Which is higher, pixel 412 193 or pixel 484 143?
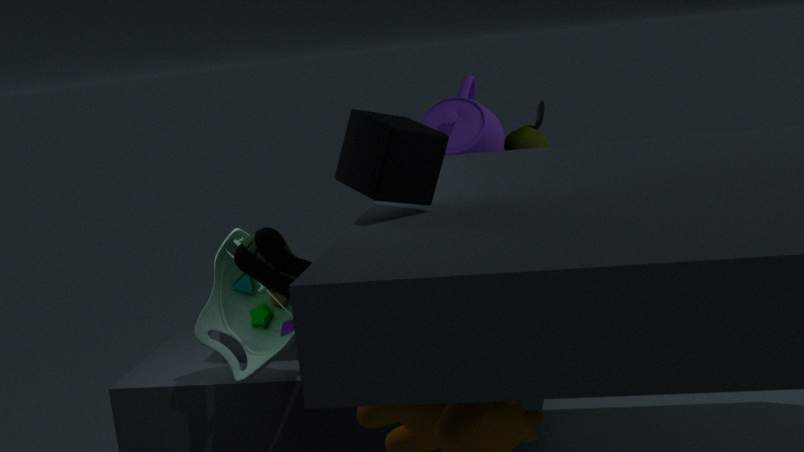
pixel 412 193
